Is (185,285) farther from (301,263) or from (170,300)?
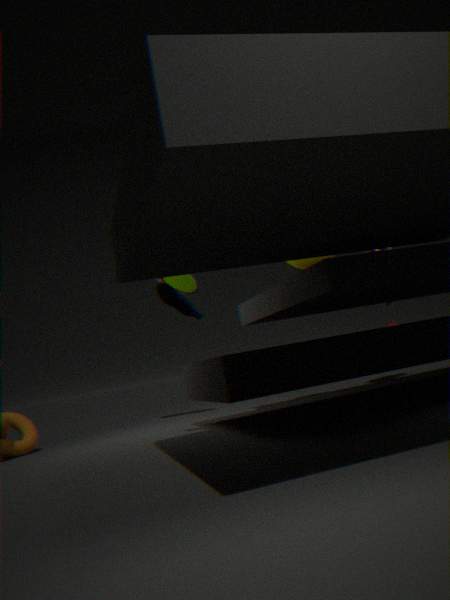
(170,300)
